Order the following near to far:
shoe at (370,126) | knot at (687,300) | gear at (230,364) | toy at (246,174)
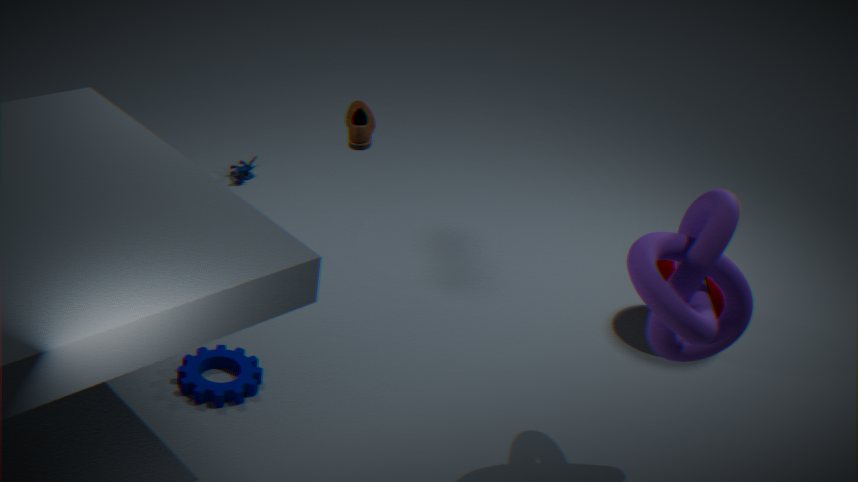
knot at (687,300)
gear at (230,364)
shoe at (370,126)
toy at (246,174)
